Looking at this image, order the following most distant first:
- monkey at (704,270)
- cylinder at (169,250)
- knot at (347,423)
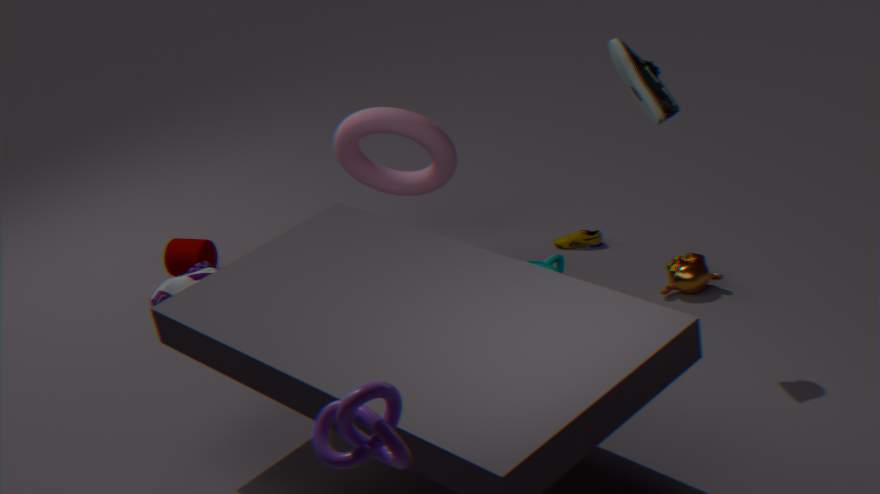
cylinder at (169,250)
monkey at (704,270)
knot at (347,423)
